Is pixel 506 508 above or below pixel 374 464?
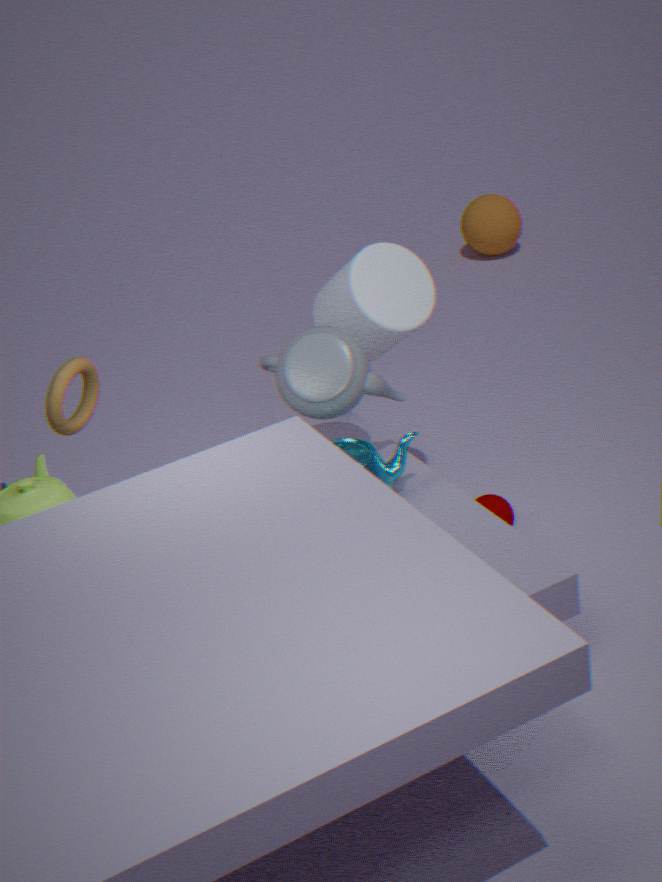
below
